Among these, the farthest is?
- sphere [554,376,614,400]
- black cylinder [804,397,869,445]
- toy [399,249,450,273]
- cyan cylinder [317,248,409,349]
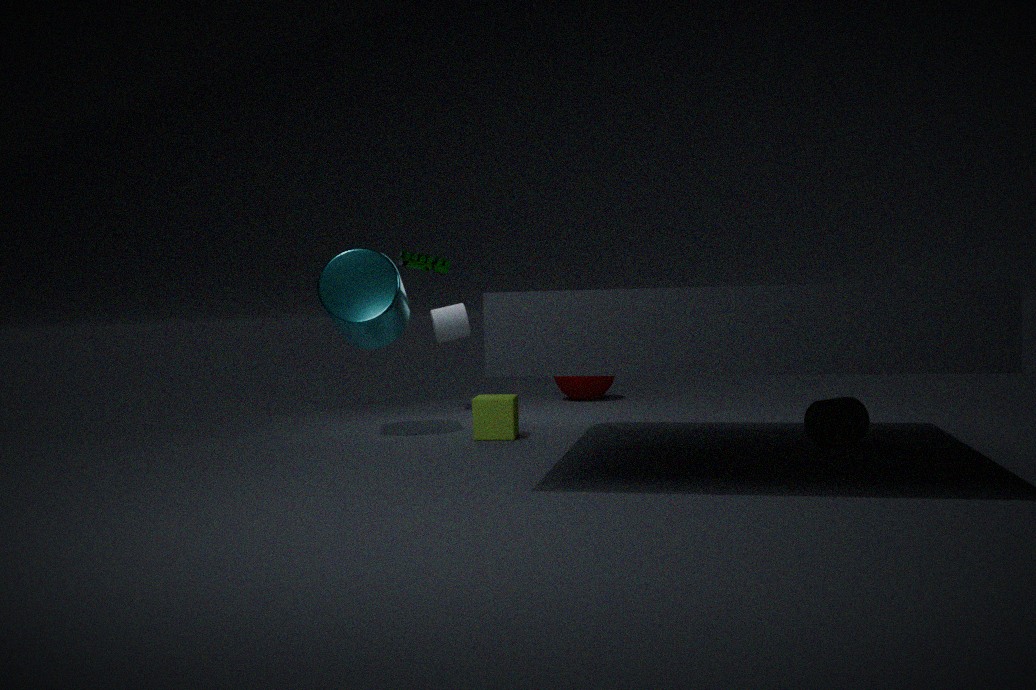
sphere [554,376,614,400]
